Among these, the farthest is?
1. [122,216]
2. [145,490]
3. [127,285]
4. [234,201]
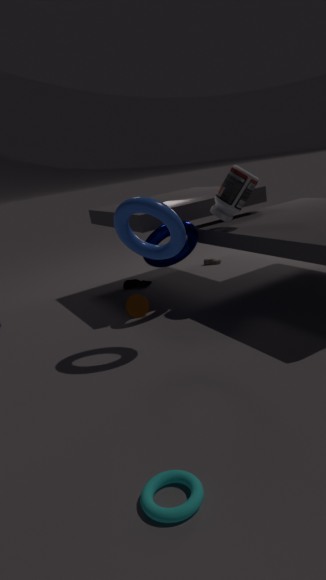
[127,285]
